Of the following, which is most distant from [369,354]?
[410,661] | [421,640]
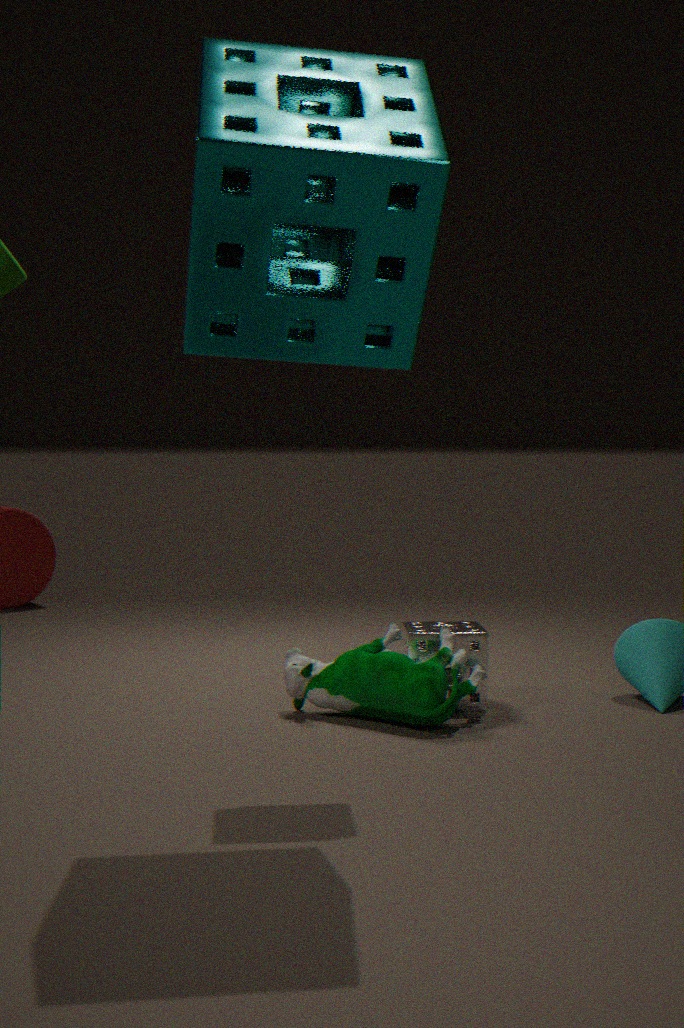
[421,640]
